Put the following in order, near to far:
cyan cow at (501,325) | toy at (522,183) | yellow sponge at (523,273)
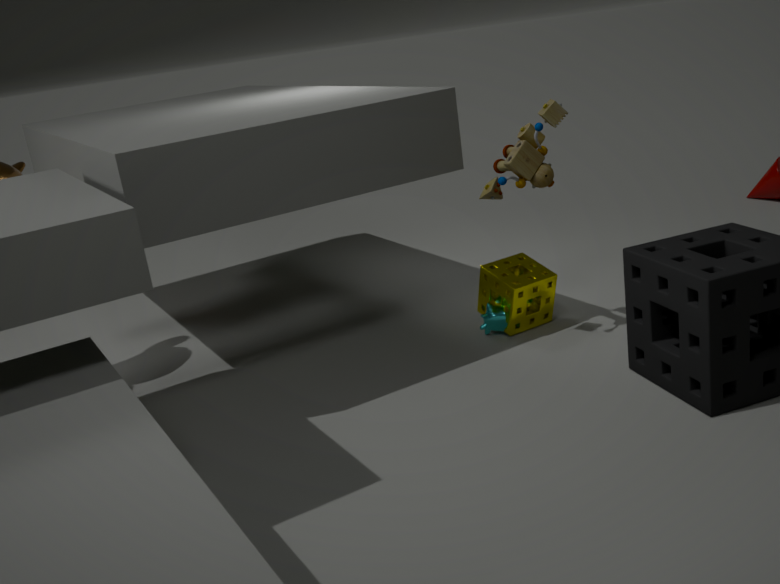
toy at (522,183) < yellow sponge at (523,273) < cyan cow at (501,325)
